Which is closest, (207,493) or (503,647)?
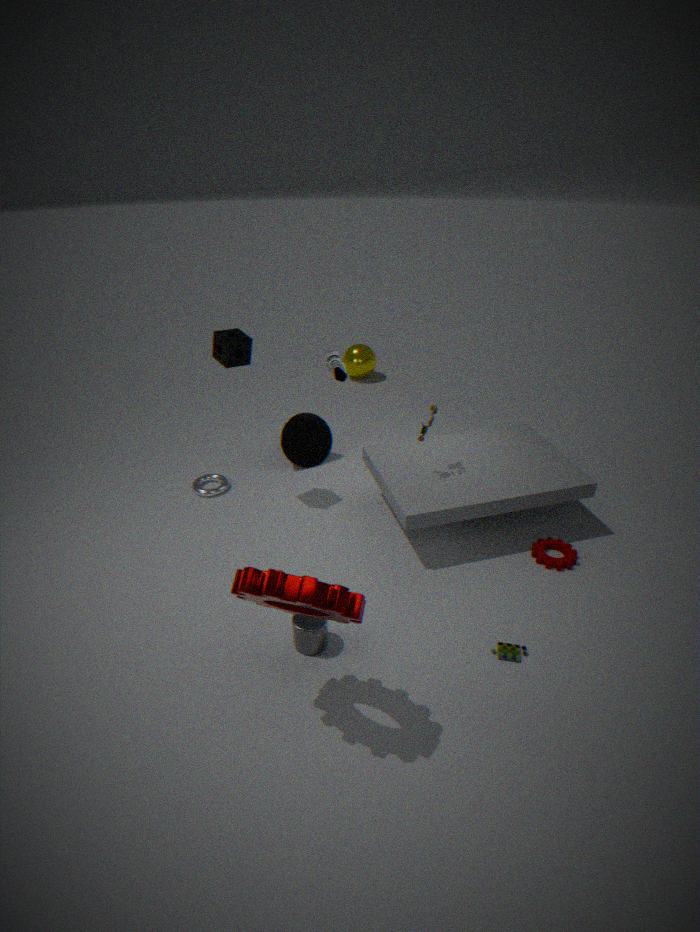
(503,647)
